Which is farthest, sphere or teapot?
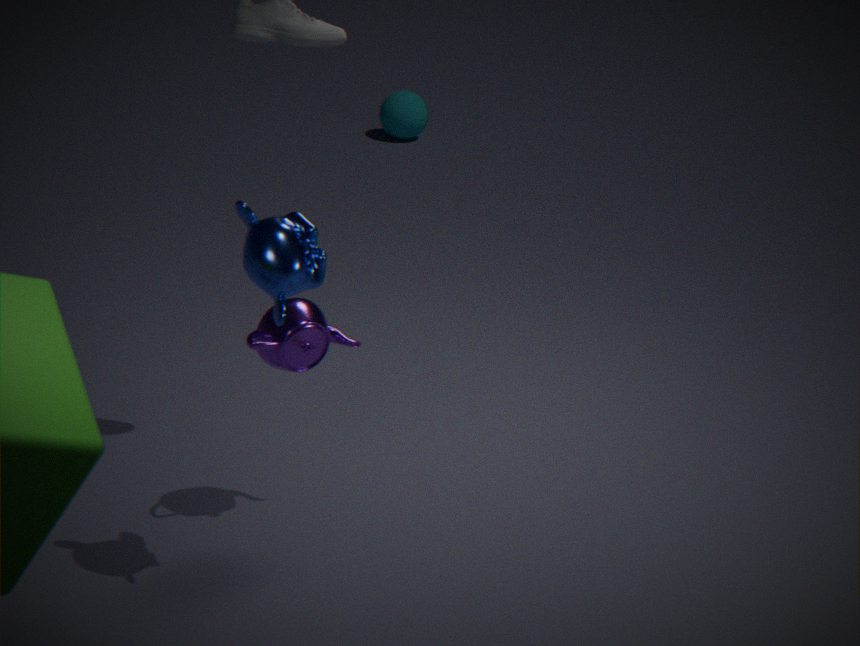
sphere
